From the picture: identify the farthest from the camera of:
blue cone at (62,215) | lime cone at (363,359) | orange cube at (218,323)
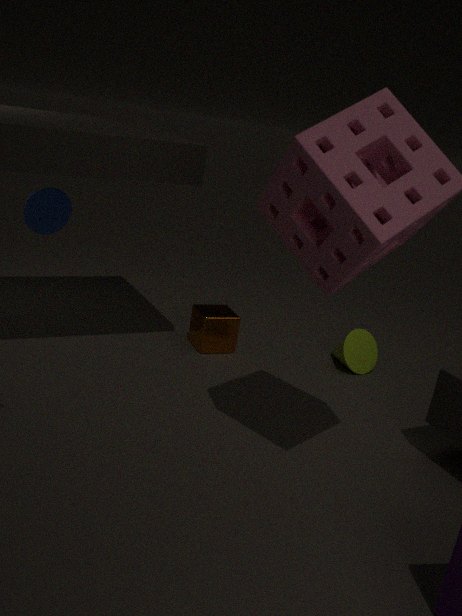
lime cone at (363,359)
